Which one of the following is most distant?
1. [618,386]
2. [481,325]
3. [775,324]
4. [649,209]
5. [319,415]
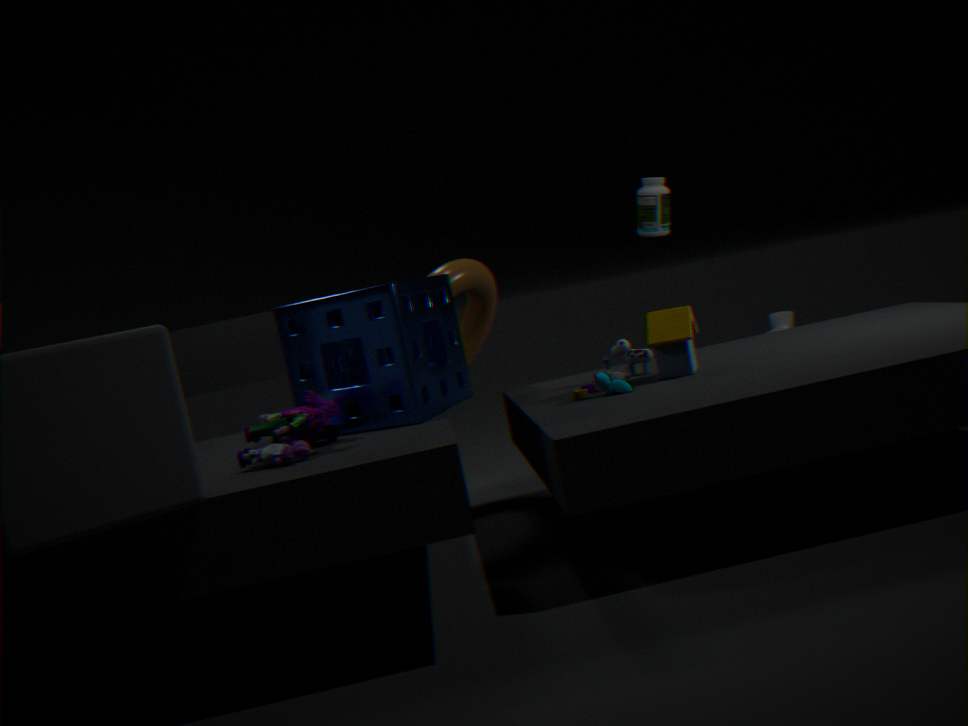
[775,324]
